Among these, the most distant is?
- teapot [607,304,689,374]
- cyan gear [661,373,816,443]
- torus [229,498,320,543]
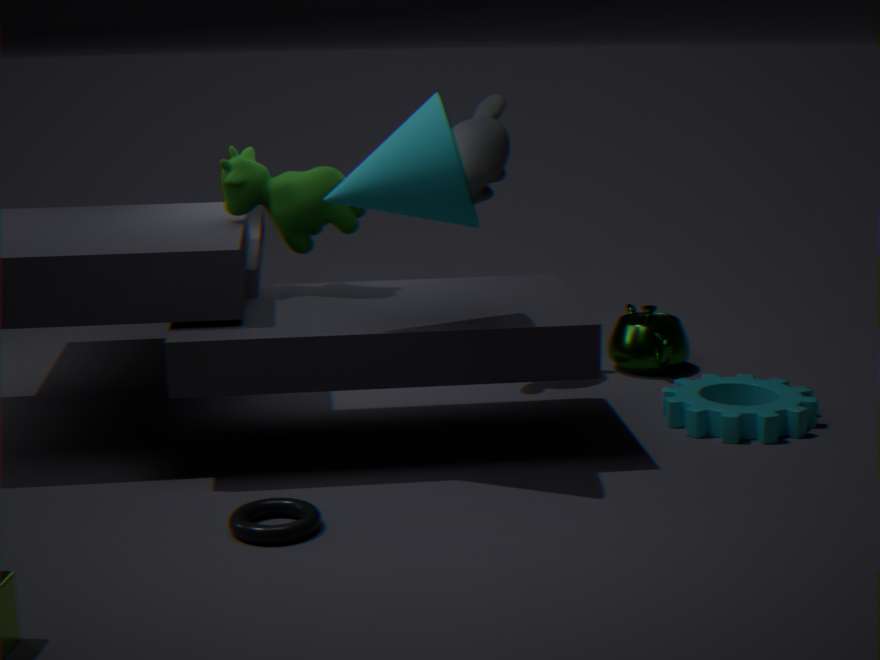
teapot [607,304,689,374]
